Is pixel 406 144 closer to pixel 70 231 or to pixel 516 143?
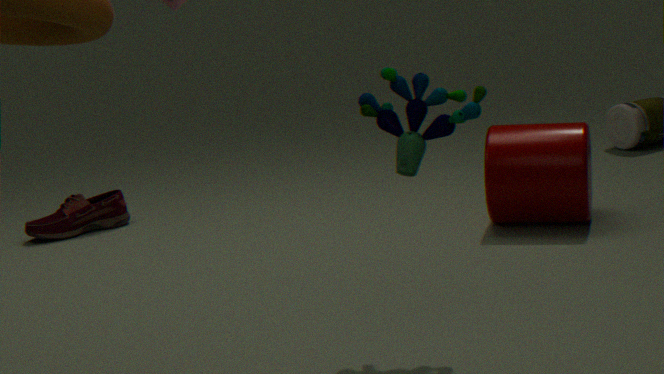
pixel 516 143
